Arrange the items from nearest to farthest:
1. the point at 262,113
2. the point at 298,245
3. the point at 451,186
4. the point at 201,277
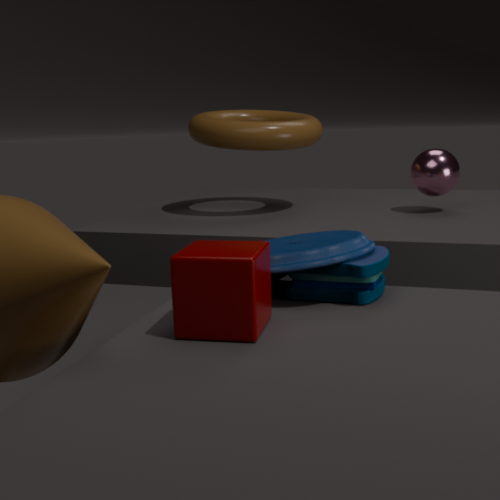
1. the point at 201,277
2. the point at 298,245
3. the point at 451,186
4. the point at 262,113
